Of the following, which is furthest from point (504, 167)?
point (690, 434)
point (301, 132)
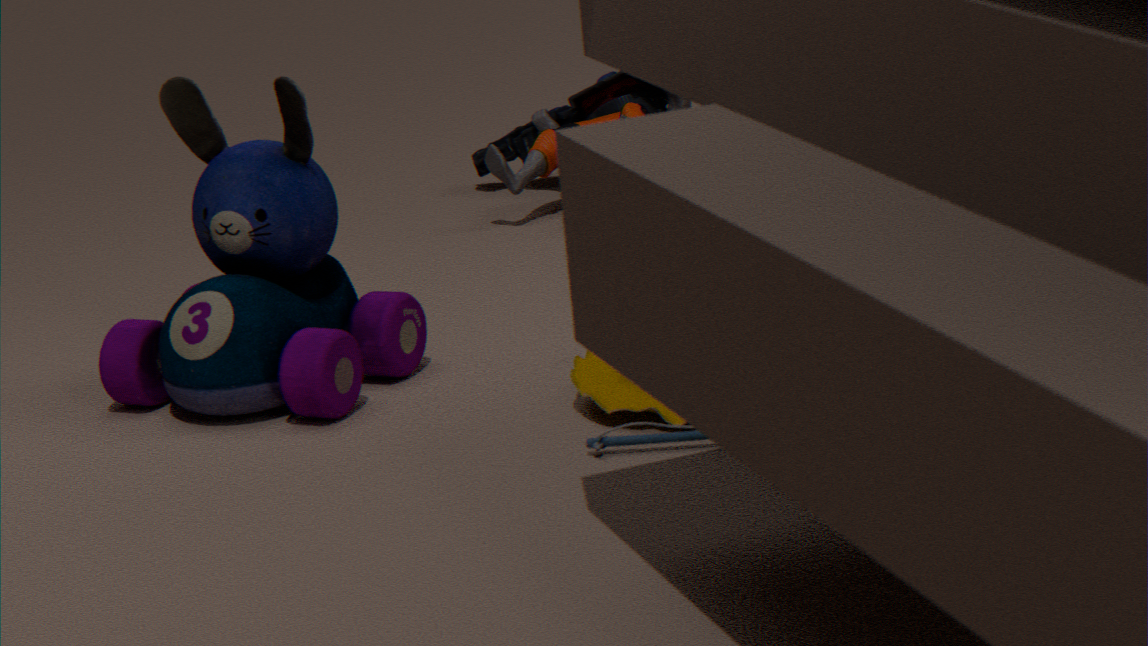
point (690, 434)
